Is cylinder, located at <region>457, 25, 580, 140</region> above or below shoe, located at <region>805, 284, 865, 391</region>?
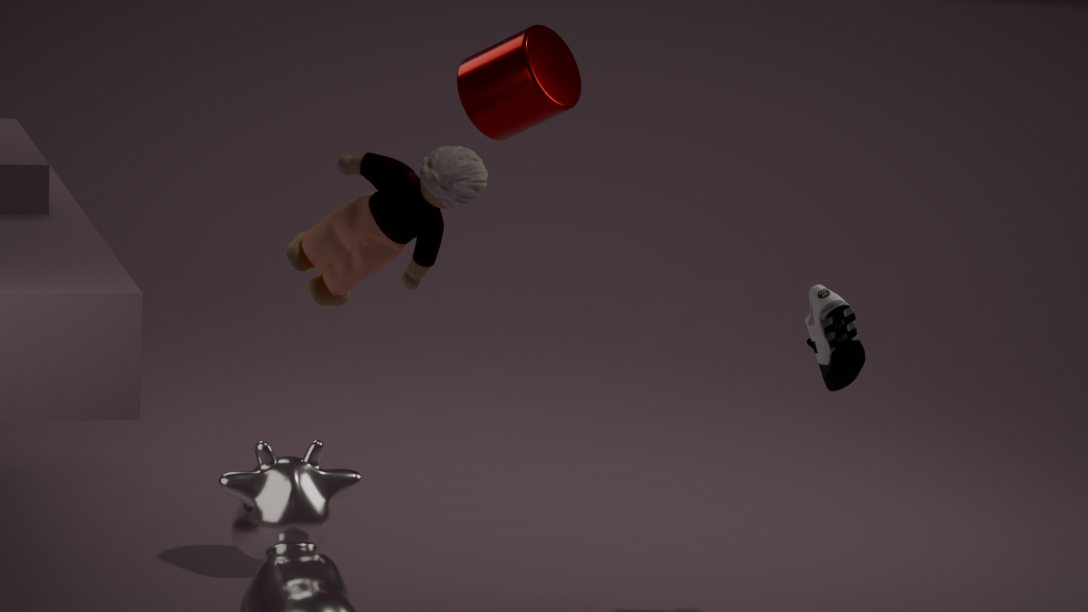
above
